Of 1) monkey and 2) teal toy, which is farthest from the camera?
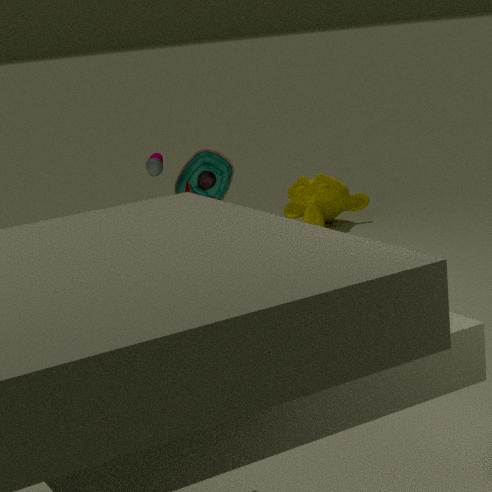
1. monkey
